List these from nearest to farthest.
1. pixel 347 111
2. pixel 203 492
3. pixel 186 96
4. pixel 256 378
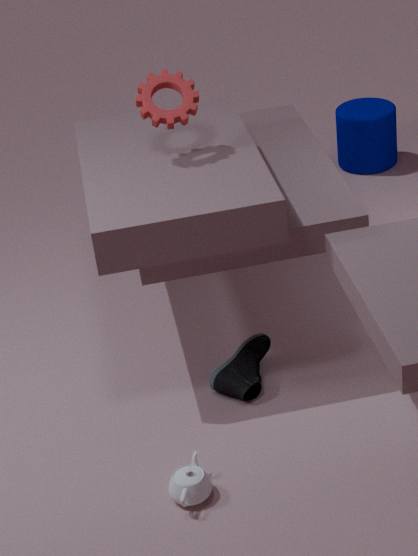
pixel 203 492
pixel 256 378
pixel 186 96
pixel 347 111
